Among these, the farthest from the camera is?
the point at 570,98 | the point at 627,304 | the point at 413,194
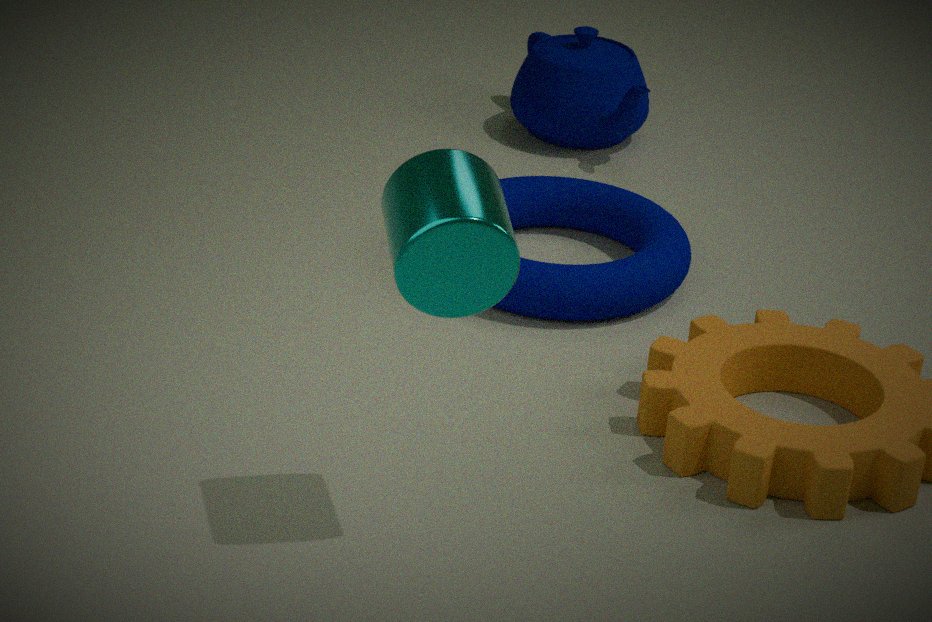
the point at 570,98
